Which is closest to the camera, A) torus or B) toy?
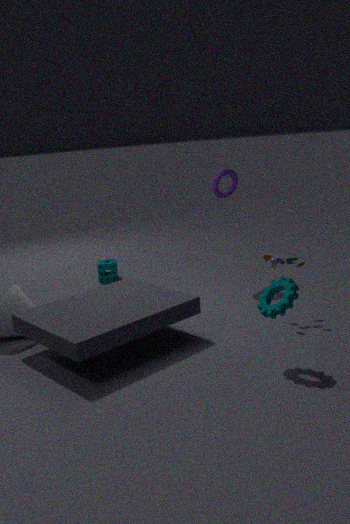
B. toy
